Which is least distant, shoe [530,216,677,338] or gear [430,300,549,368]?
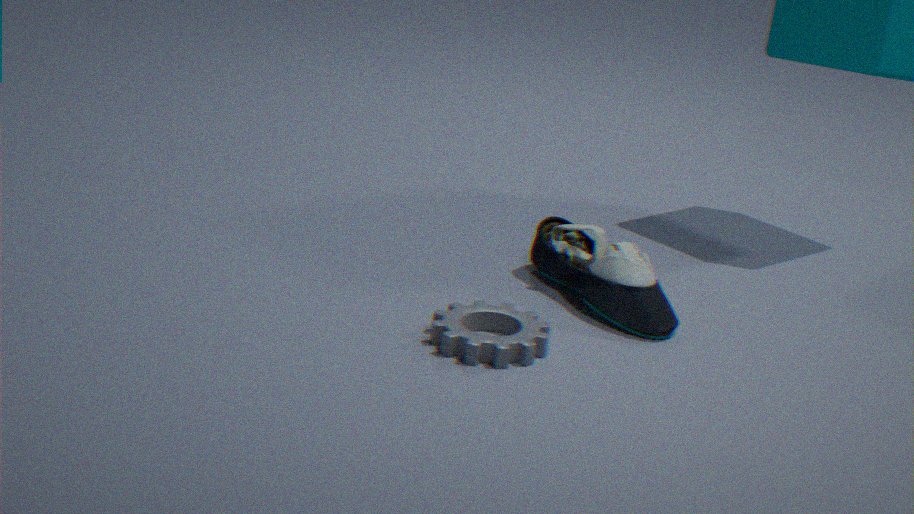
gear [430,300,549,368]
